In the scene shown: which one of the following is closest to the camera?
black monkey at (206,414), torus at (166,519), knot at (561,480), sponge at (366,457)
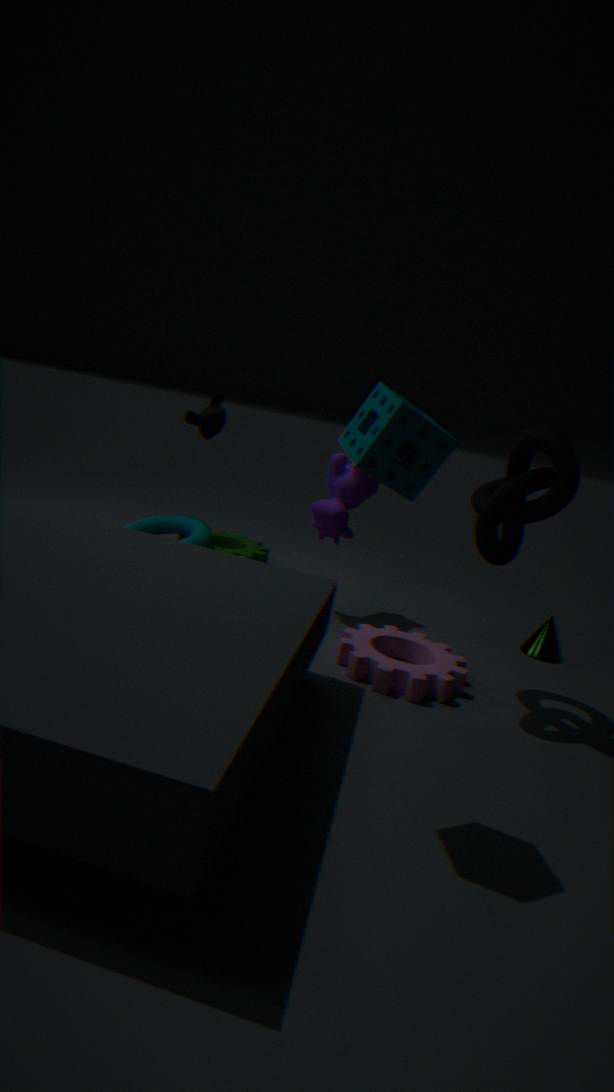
sponge at (366,457)
